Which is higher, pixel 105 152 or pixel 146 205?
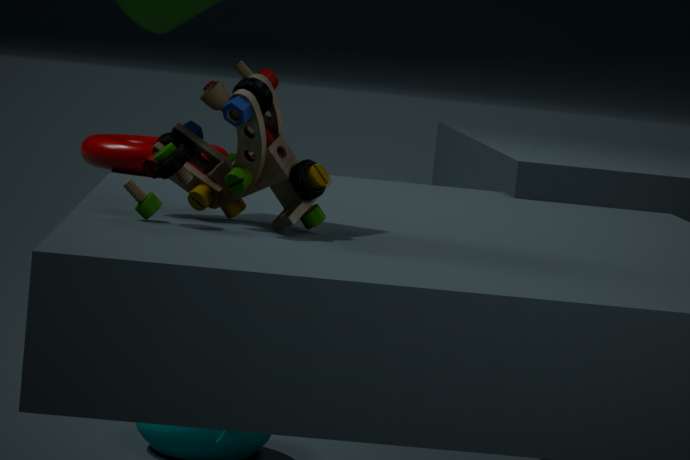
pixel 146 205
